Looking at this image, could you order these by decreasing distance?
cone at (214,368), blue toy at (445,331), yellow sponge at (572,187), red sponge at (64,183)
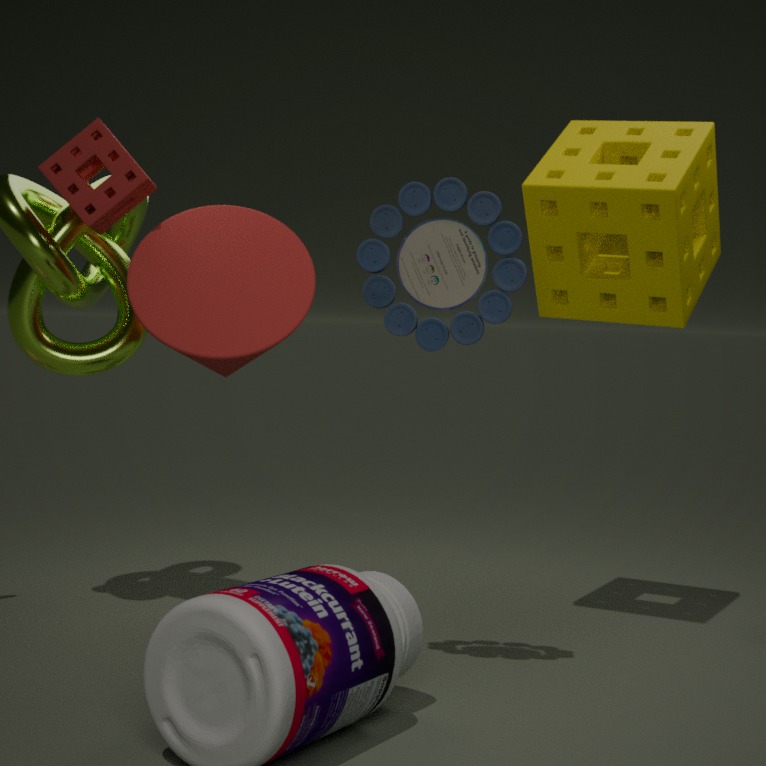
red sponge at (64,183)
yellow sponge at (572,187)
cone at (214,368)
blue toy at (445,331)
